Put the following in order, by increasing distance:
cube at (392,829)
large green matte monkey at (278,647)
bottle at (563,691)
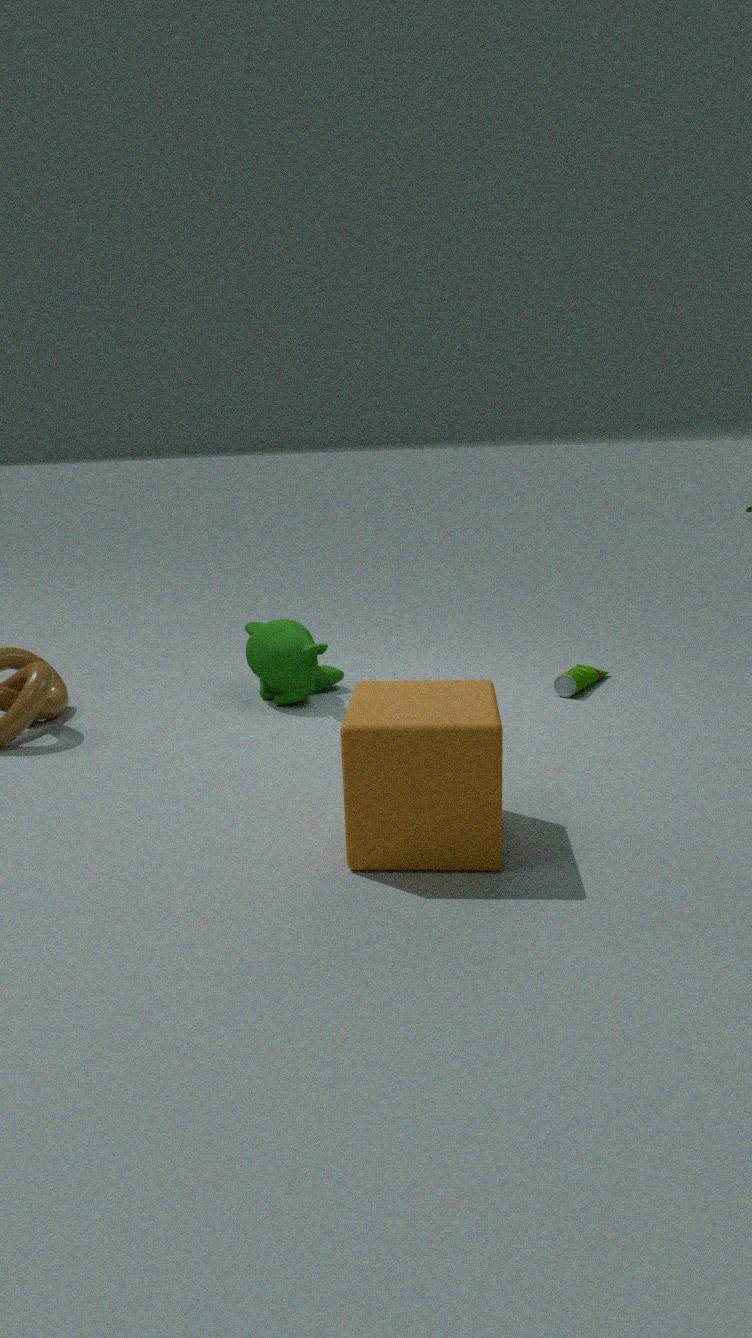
cube at (392,829)
large green matte monkey at (278,647)
bottle at (563,691)
